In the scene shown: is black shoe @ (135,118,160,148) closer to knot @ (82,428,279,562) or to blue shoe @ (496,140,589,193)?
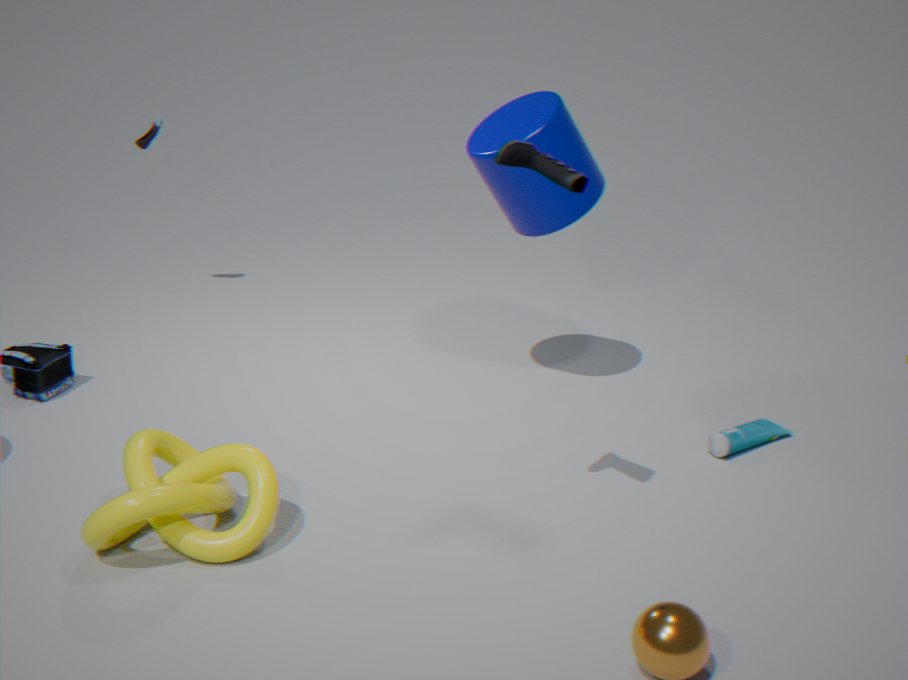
knot @ (82,428,279,562)
